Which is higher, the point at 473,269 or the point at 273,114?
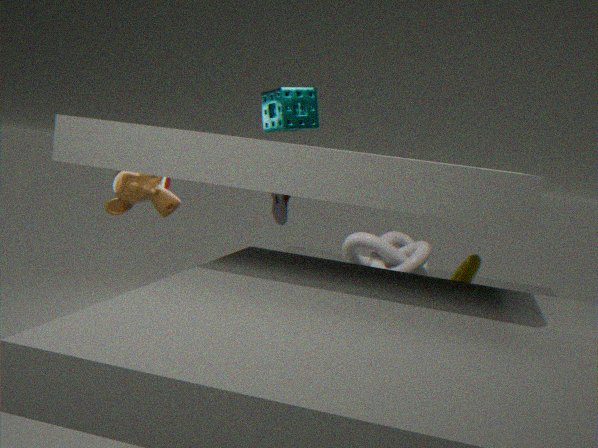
the point at 273,114
